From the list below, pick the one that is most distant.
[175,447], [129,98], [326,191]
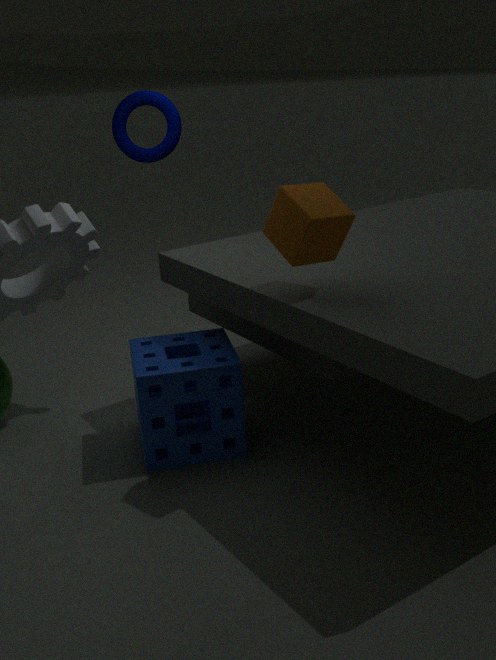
[129,98]
